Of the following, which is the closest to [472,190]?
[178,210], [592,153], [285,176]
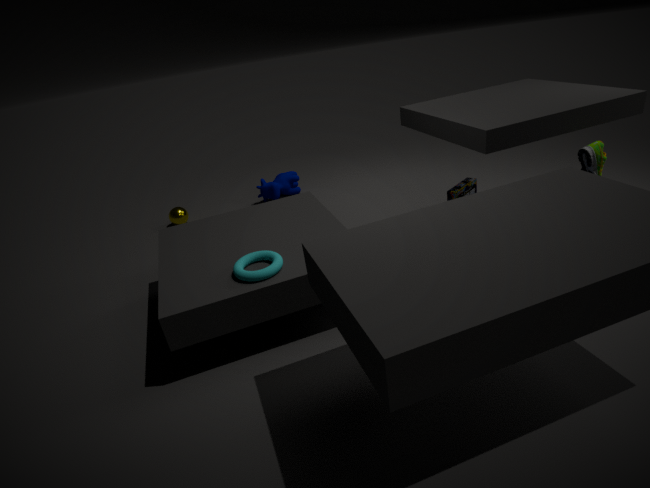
[592,153]
